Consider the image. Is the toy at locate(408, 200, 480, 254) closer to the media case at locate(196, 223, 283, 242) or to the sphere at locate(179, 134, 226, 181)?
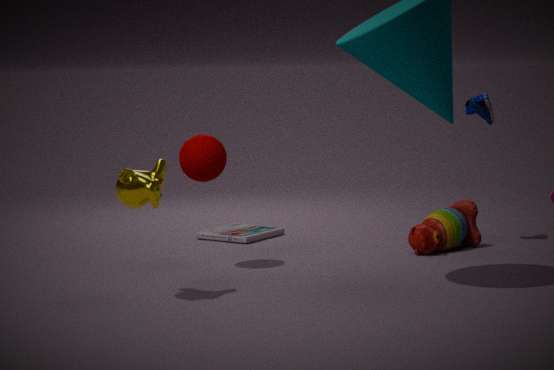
the media case at locate(196, 223, 283, 242)
